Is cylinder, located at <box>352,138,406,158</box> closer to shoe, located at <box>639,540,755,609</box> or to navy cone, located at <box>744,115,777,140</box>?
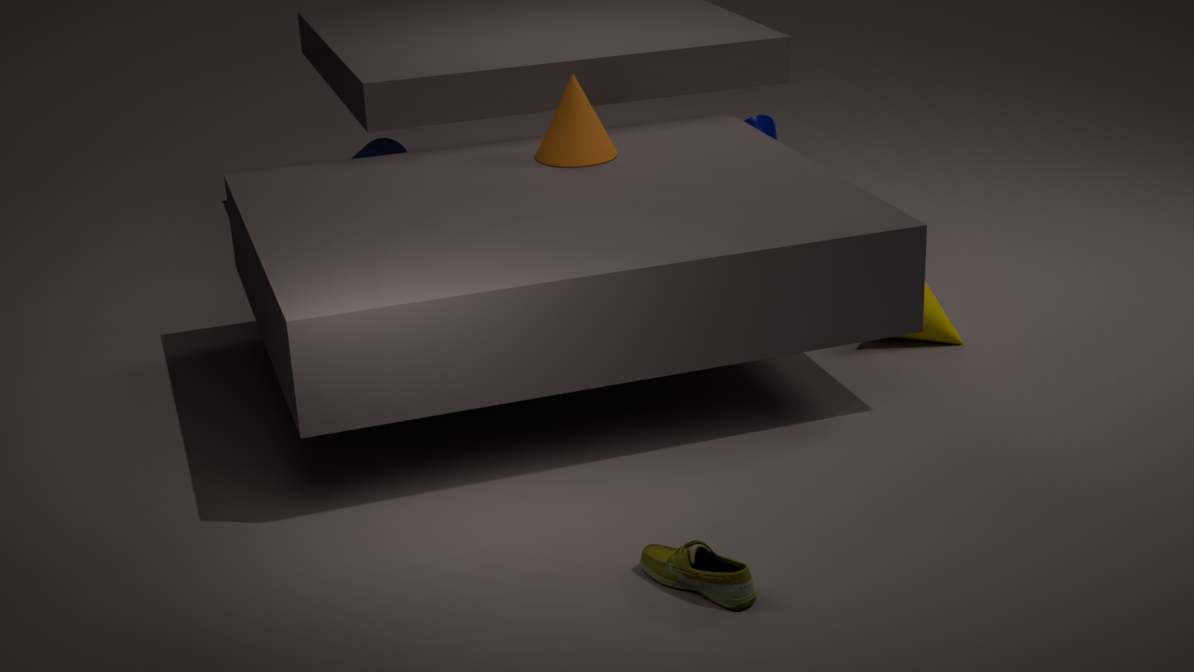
navy cone, located at <box>744,115,777,140</box>
